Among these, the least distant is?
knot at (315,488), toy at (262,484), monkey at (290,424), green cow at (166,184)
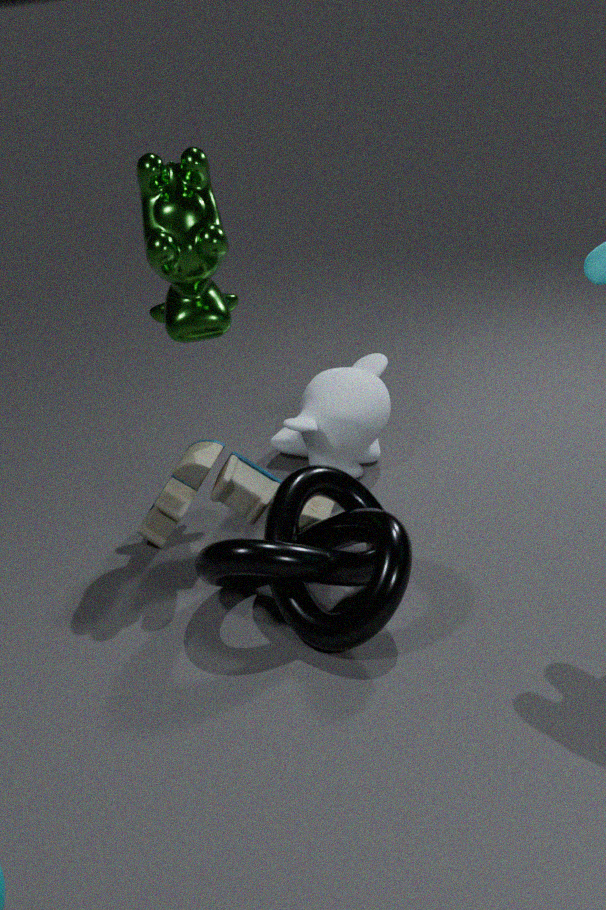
knot at (315,488)
